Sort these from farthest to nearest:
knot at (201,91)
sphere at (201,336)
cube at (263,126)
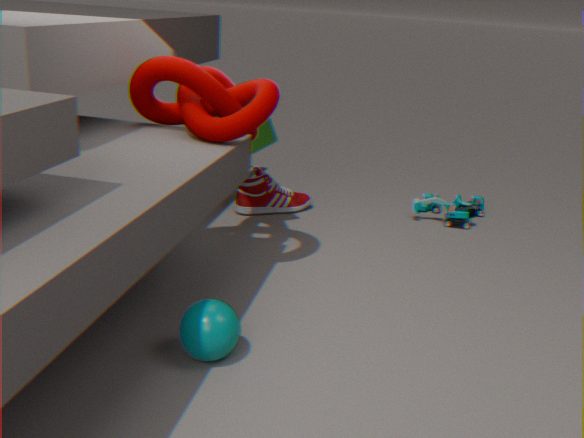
cube at (263,126) → knot at (201,91) → sphere at (201,336)
